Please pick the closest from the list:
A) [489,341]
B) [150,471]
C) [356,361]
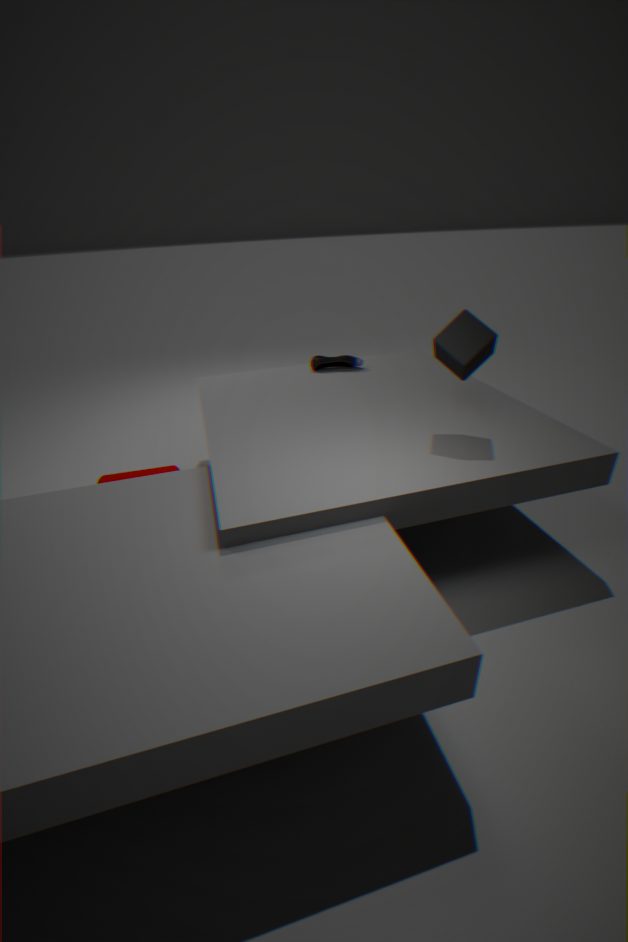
A. [489,341]
